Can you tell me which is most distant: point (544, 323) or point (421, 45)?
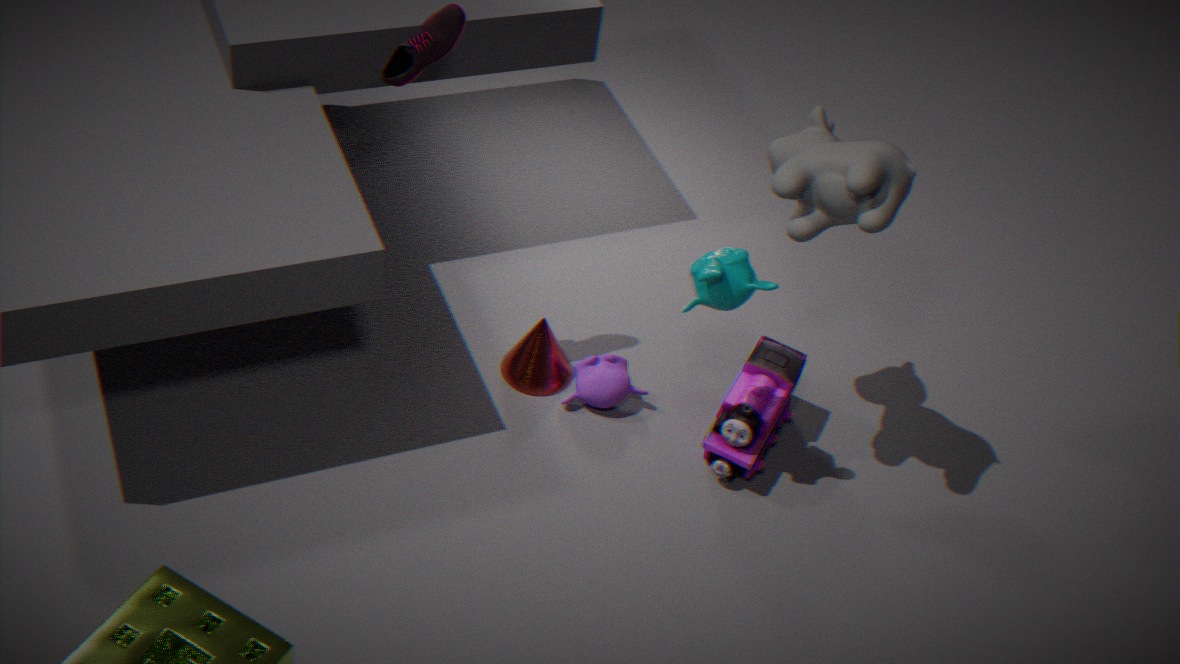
point (544, 323)
